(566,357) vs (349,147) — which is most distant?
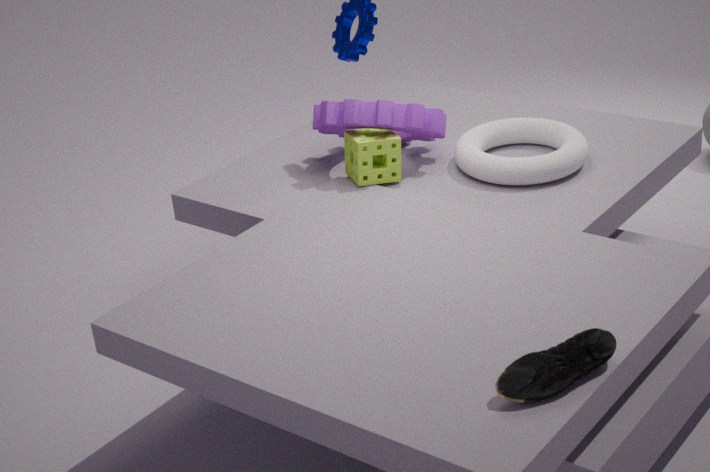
(349,147)
